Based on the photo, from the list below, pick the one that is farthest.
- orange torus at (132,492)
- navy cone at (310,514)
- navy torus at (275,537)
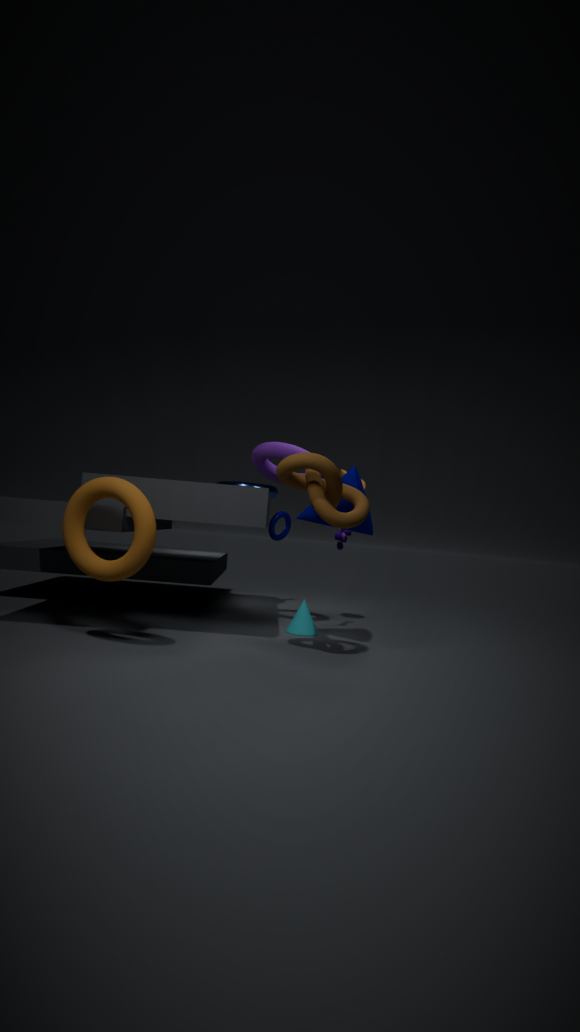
navy torus at (275,537)
